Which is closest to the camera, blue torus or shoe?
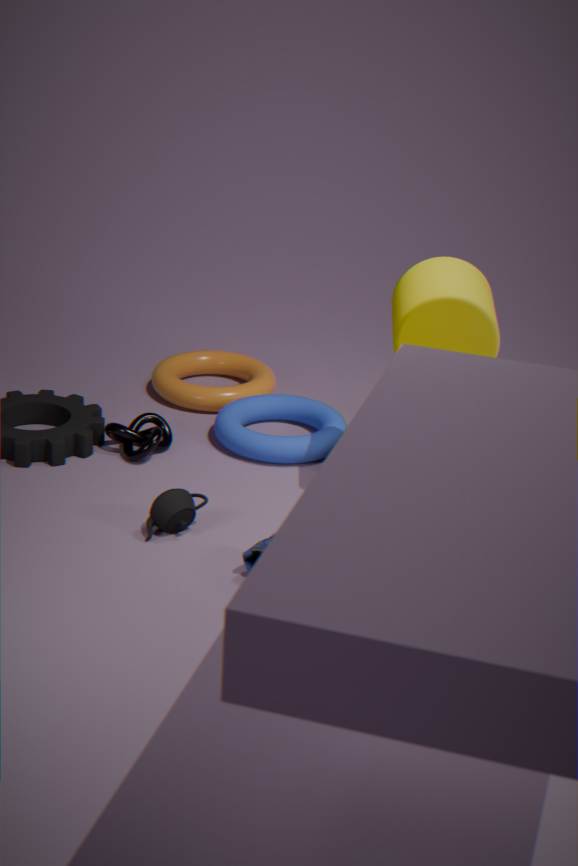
shoe
